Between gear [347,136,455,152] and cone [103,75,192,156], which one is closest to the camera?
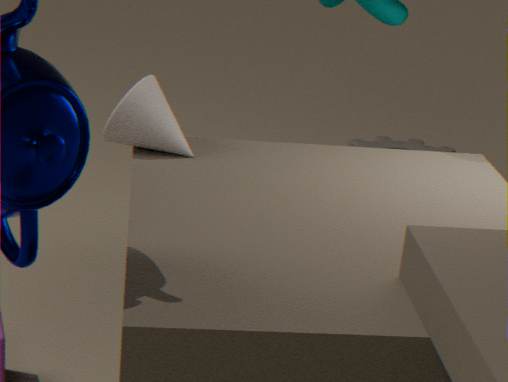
cone [103,75,192,156]
